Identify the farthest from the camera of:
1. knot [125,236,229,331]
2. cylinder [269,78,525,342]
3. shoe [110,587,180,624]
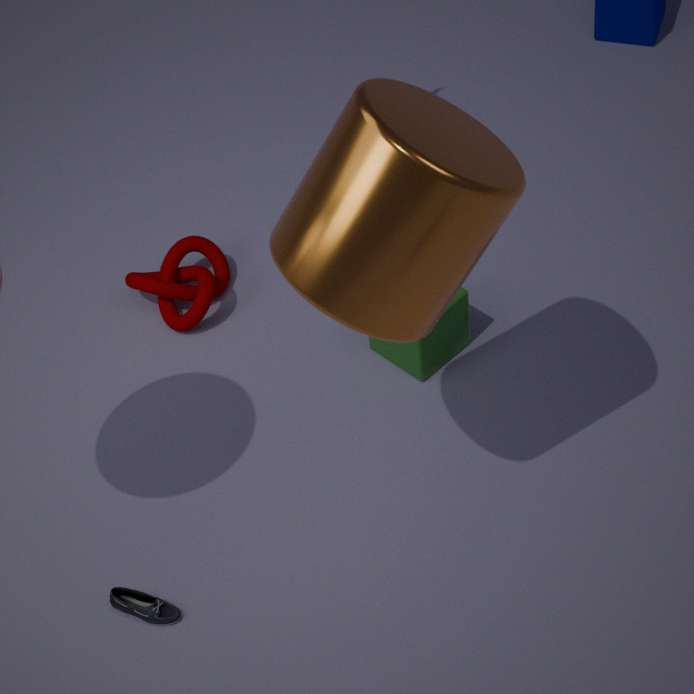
knot [125,236,229,331]
